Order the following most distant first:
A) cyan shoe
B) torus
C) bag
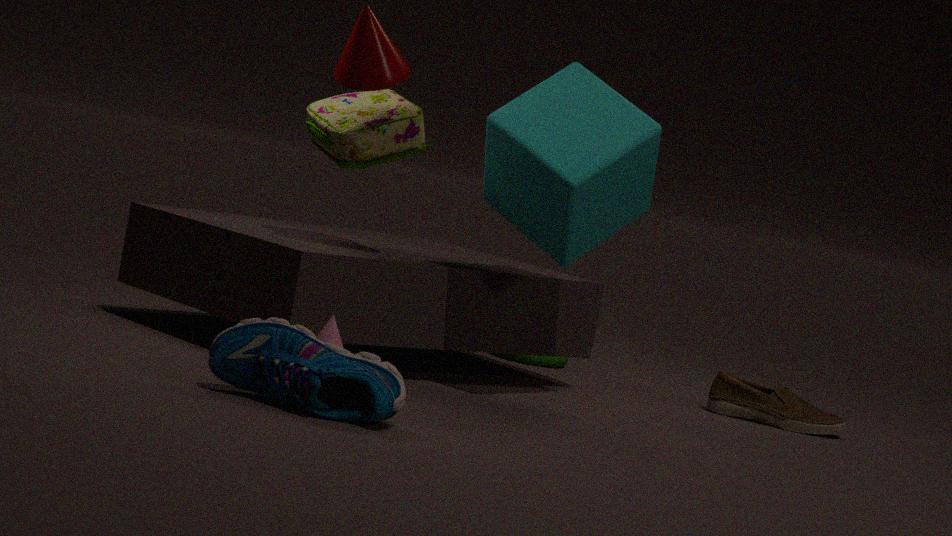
torus → bag → cyan shoe
